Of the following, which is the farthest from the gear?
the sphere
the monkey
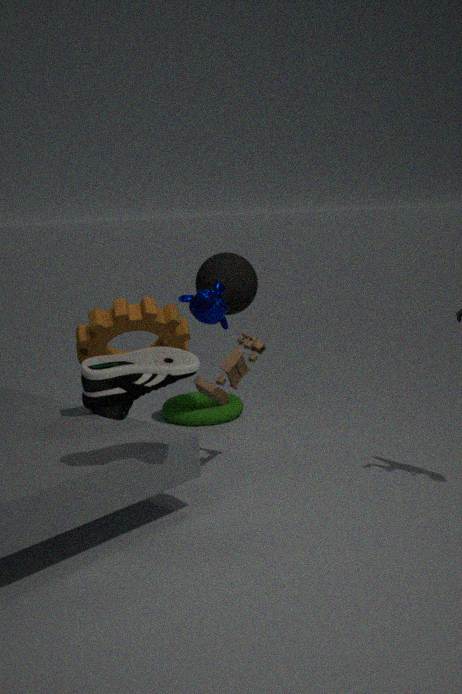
the sphere
